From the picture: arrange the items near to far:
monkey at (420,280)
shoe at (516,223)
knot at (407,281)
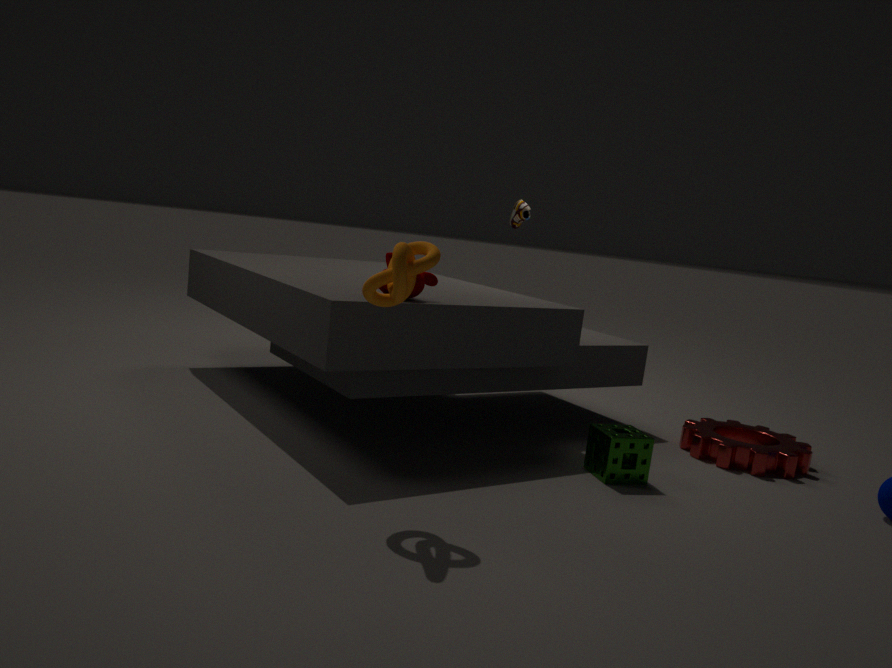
knot at (407,281) < monkey at (420,280) < shoe at (516,223)
